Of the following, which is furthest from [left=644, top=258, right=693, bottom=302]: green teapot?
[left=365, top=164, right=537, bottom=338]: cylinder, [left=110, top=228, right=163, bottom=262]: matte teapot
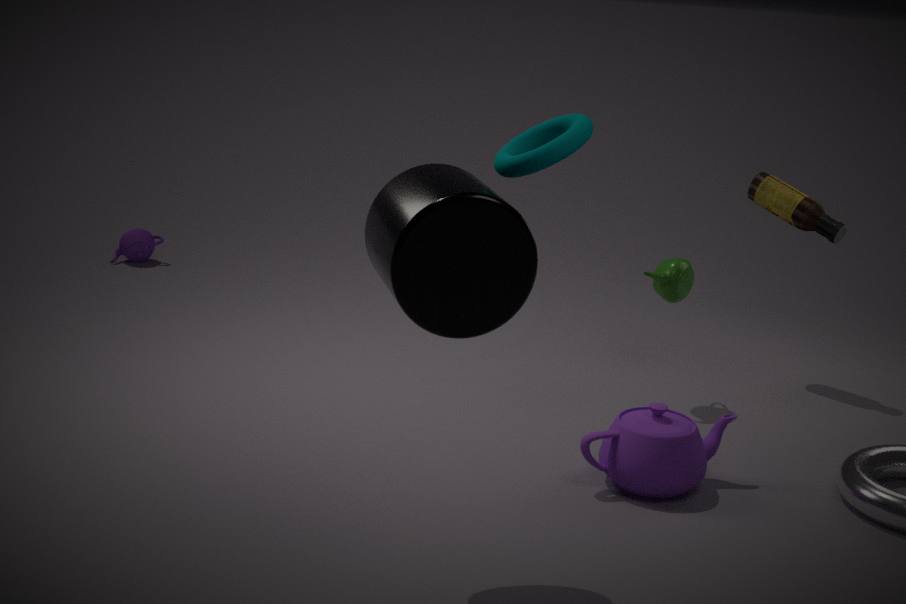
[left=110, top=228, right=163, bottom=262]: matte teapot
